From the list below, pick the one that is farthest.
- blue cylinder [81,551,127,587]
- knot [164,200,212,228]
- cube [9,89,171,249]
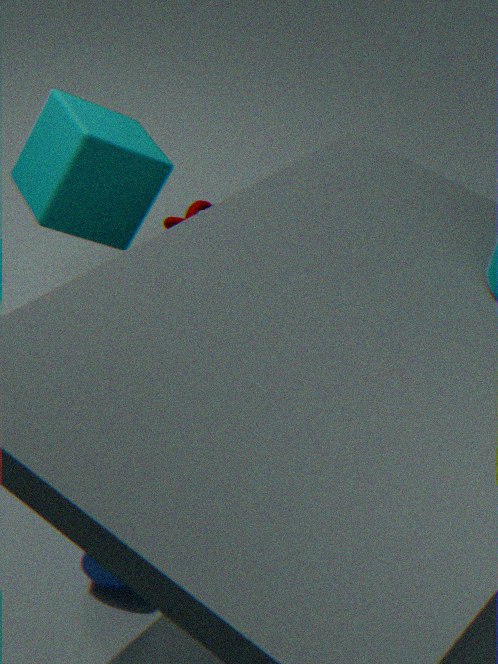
knot [164,200,212,228]
